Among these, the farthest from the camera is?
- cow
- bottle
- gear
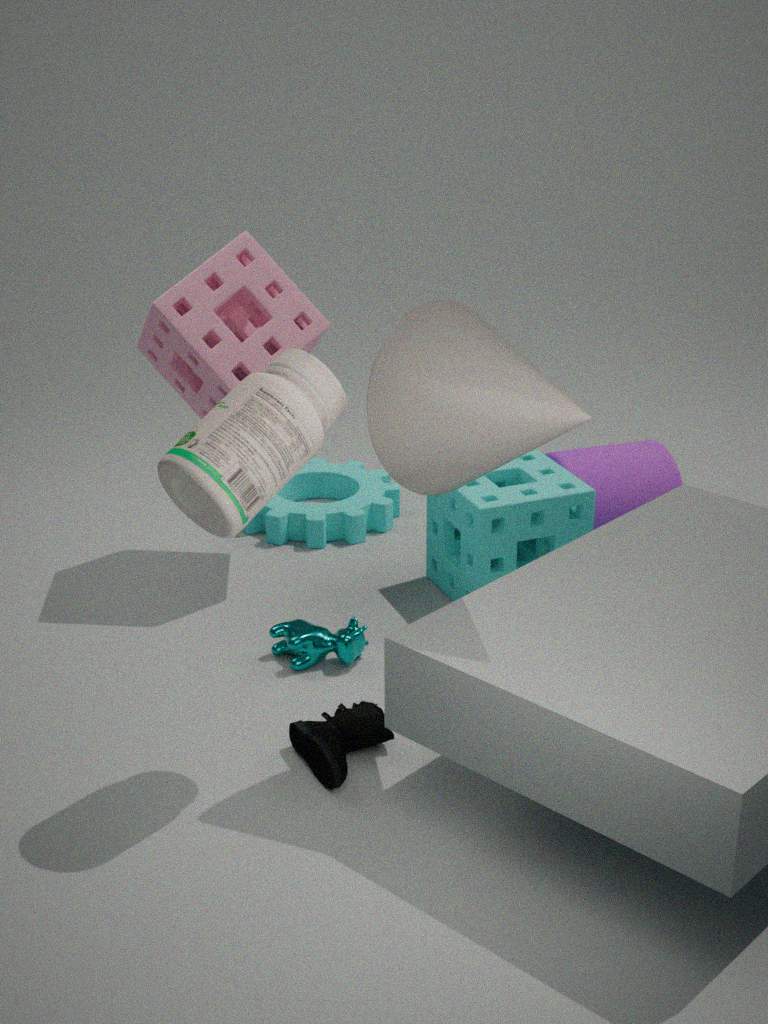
gear
